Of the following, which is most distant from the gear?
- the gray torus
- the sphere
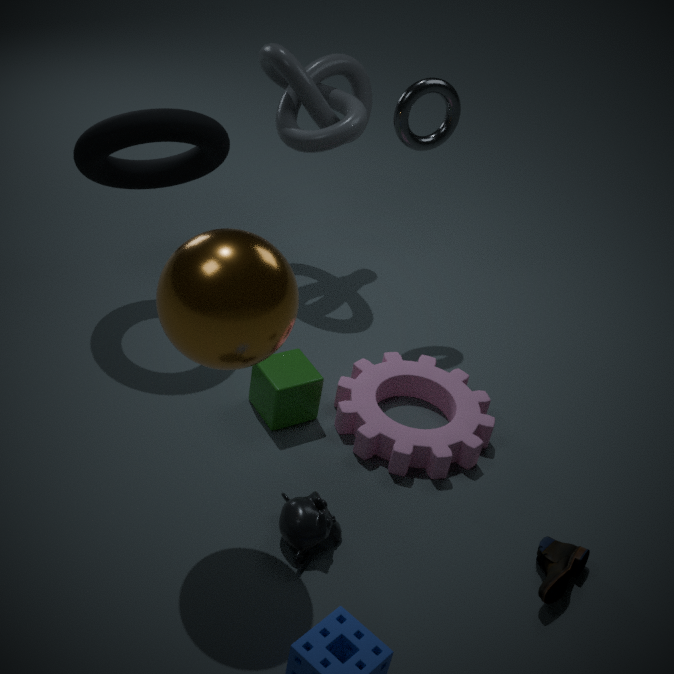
the gray torus
